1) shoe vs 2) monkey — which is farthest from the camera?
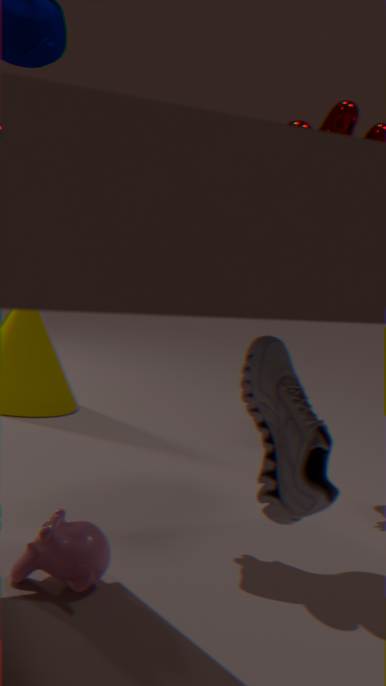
2. monkey
